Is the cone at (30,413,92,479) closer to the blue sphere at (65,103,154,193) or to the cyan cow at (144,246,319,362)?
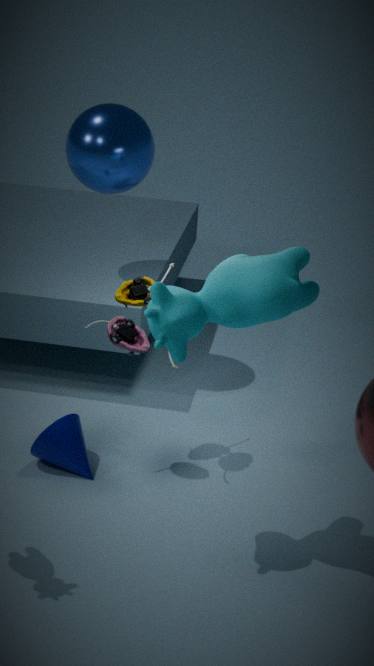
the cyan cow at (144,246,319,362)
